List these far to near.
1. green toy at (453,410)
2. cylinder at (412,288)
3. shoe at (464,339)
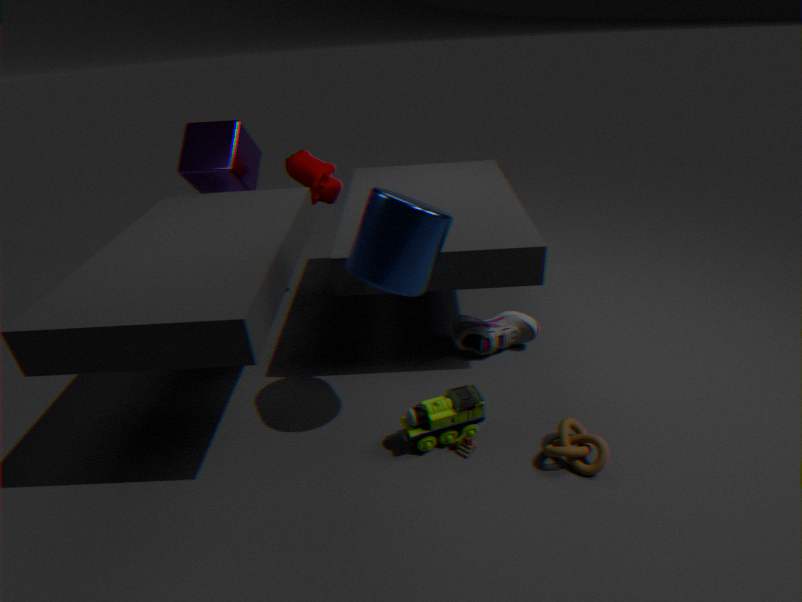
shoe at (464,339) → green toy at (453,410) → cylinder at (412,288)
